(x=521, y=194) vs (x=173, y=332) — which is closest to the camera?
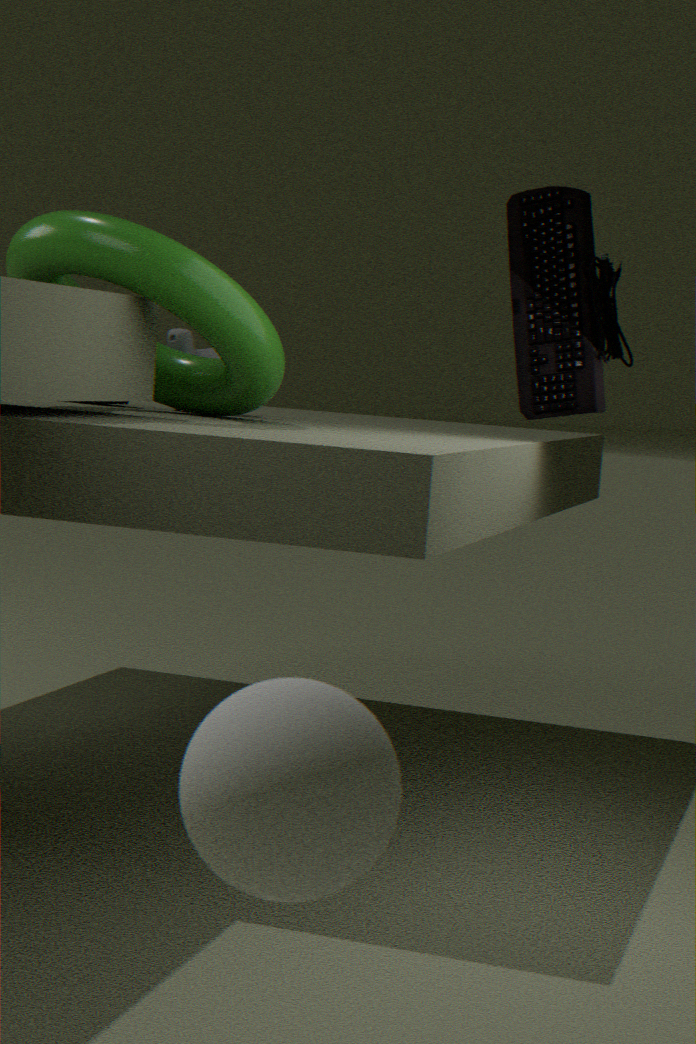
(x=521, y=194)
